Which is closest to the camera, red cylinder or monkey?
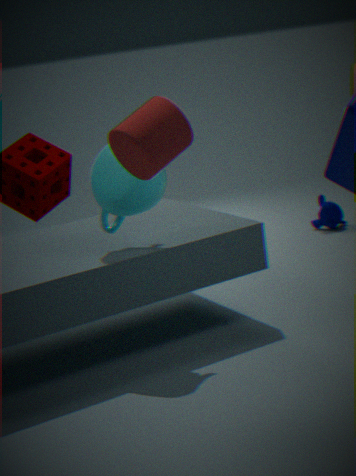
red cylinder
